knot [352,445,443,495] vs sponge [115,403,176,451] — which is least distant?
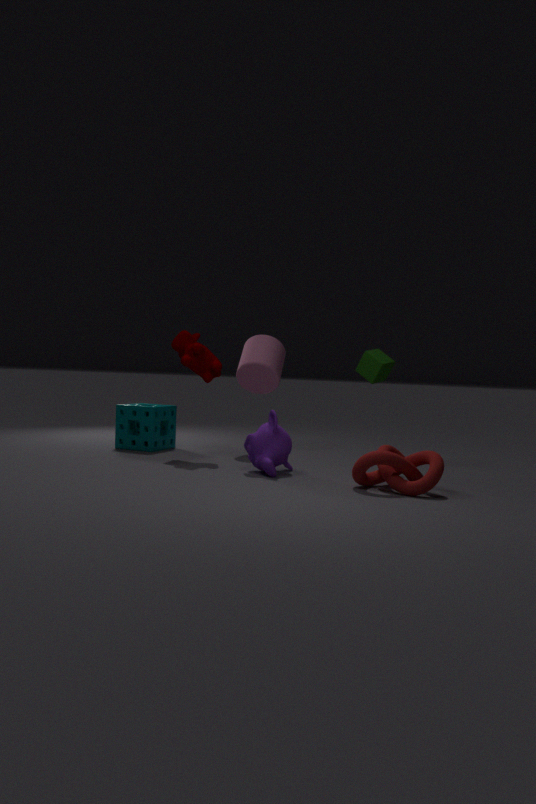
knot [352,445,443,495]
